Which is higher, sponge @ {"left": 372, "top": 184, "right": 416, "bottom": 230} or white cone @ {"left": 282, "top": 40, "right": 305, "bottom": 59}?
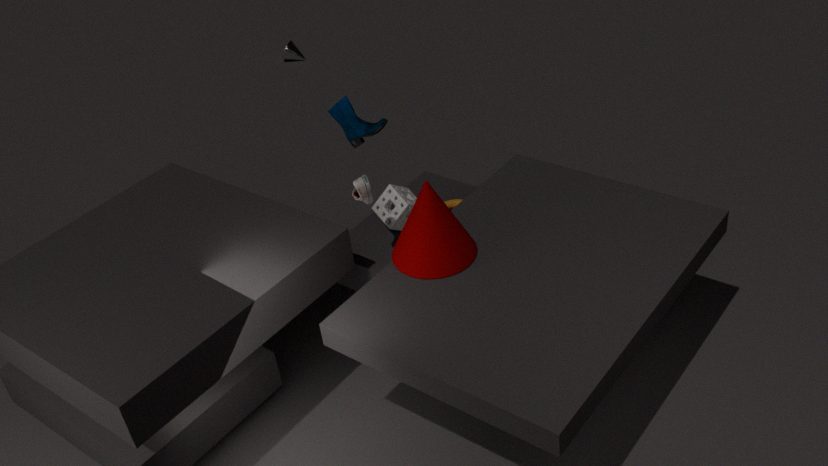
sponge @ {"left": 372, "top": 184, "right": 416, "bottom": 230}
